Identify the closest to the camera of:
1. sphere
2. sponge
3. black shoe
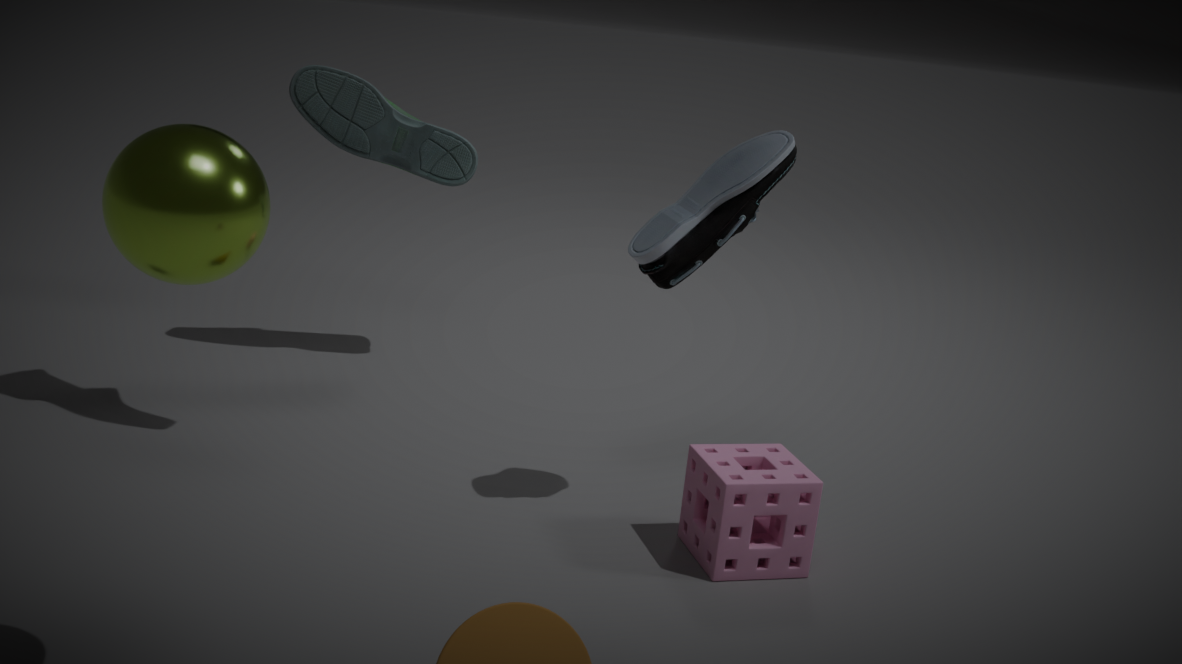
sphere
